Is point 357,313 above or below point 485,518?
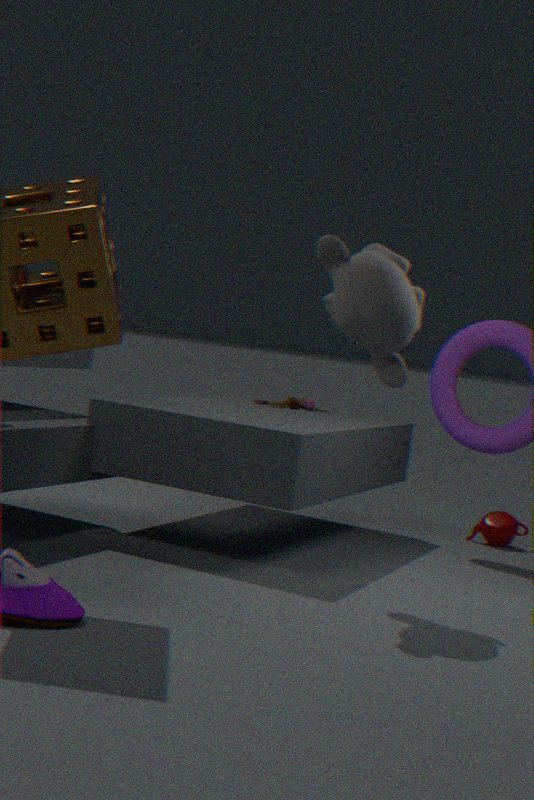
above
